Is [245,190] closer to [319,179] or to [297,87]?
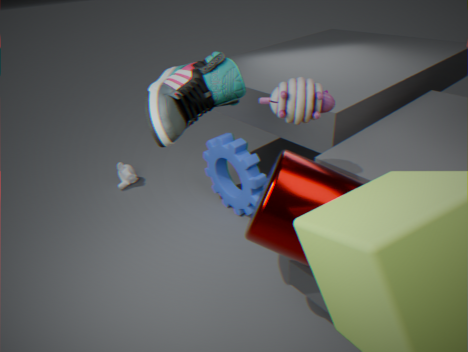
[319,179]
